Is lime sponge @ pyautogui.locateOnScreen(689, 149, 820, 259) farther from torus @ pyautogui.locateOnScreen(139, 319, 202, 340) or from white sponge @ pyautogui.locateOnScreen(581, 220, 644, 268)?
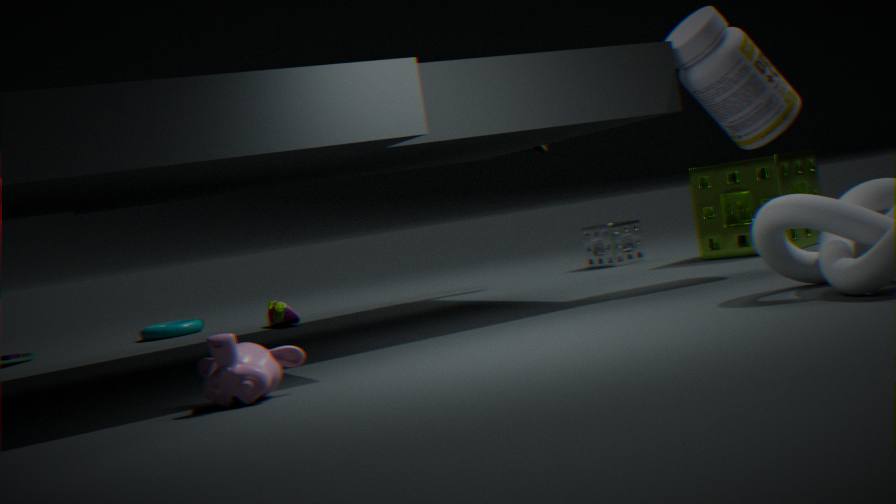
torus @ pyautogui.locateOnScreen(139, 319, 202, 340)
